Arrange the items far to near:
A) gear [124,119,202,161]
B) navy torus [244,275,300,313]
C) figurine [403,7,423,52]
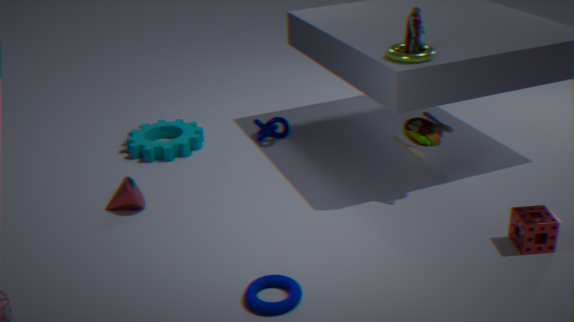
gear [124,119,202,161] < figurine [403,7,423,52] < navy torus [244,275,300,313]
